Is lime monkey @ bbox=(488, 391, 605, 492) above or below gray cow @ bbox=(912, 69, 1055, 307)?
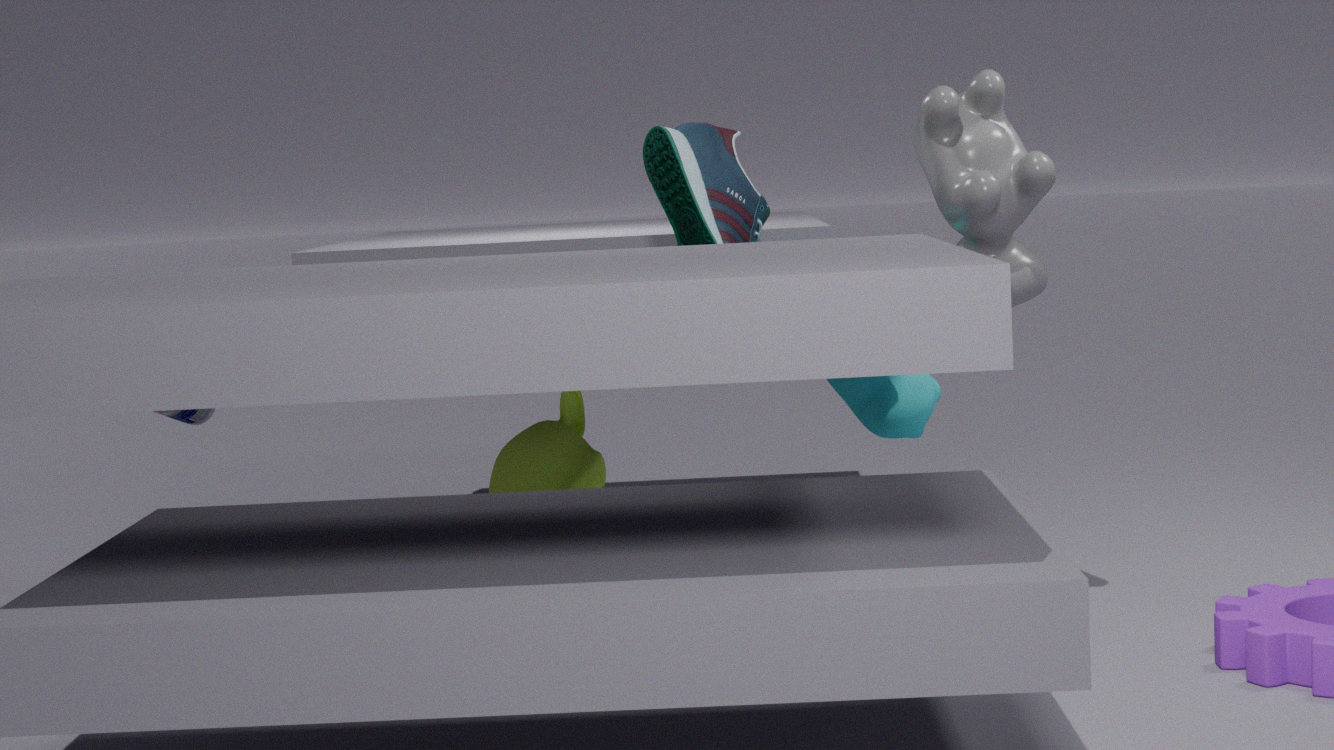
below
